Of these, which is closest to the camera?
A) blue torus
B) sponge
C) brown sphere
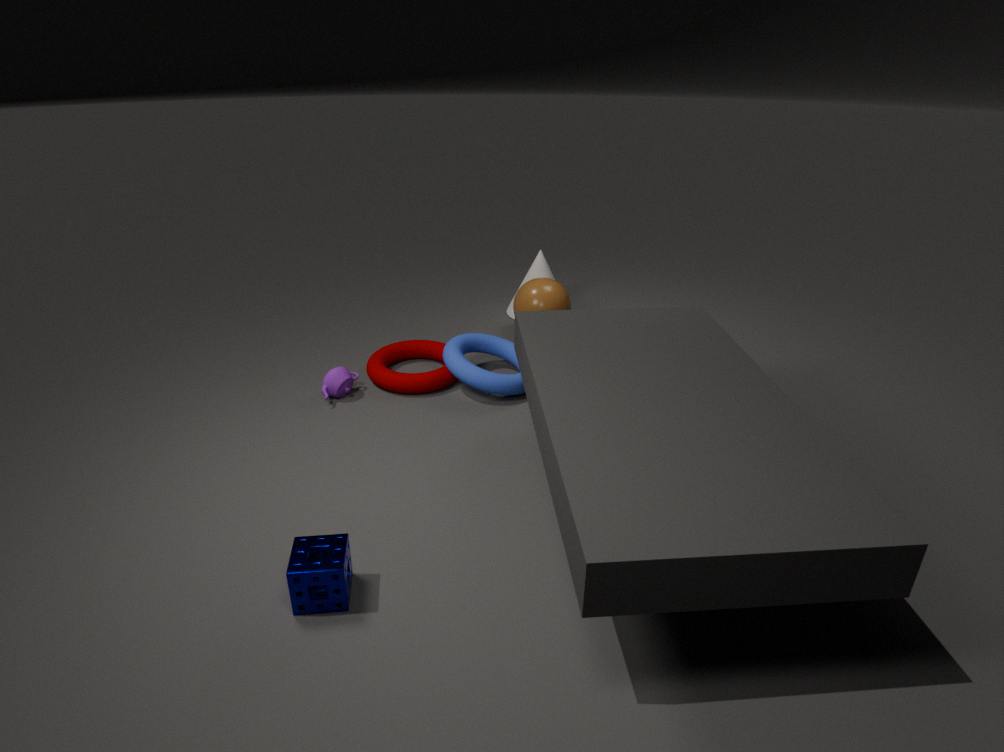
sponge
